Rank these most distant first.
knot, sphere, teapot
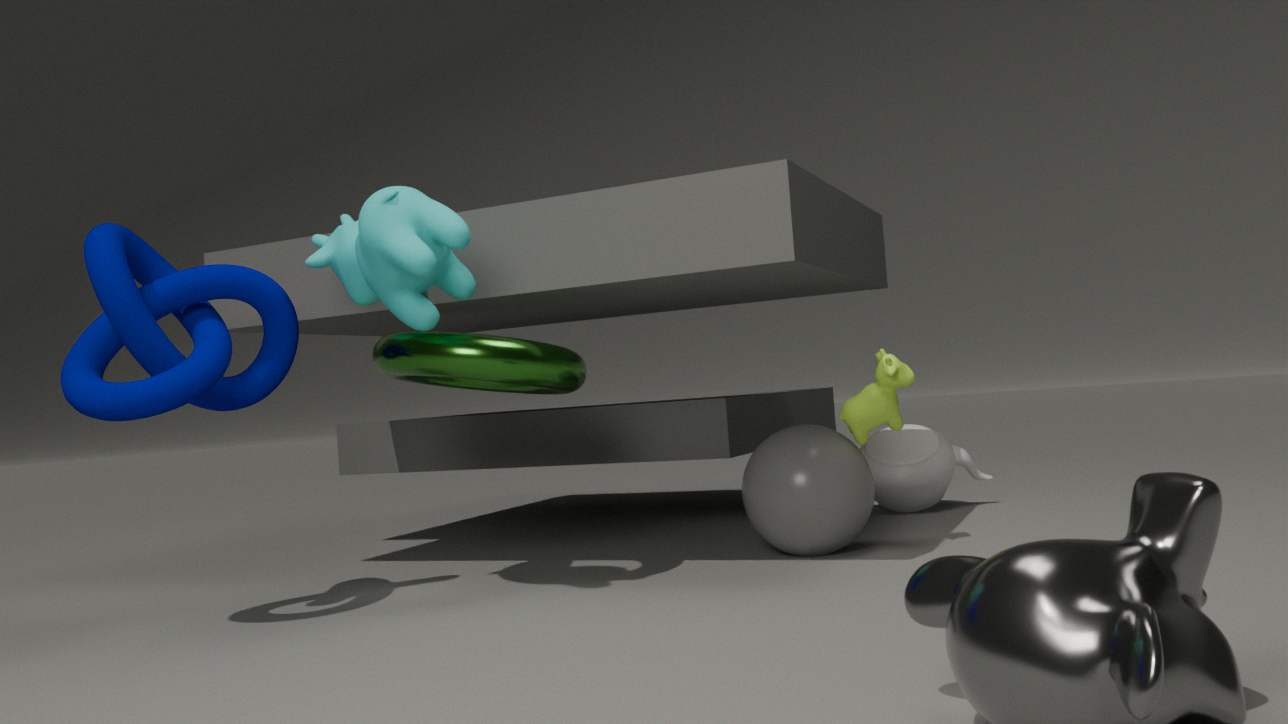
teapot, sphere, knot
